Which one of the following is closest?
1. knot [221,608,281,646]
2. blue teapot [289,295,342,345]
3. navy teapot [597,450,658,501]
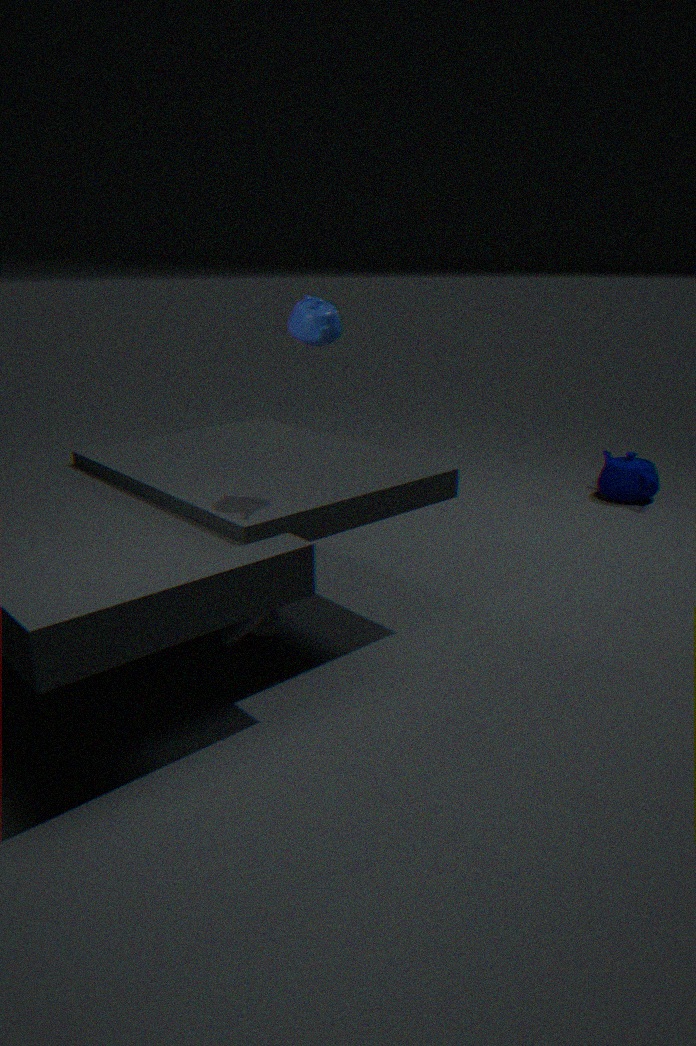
blue teapot [289,295,342,345]
